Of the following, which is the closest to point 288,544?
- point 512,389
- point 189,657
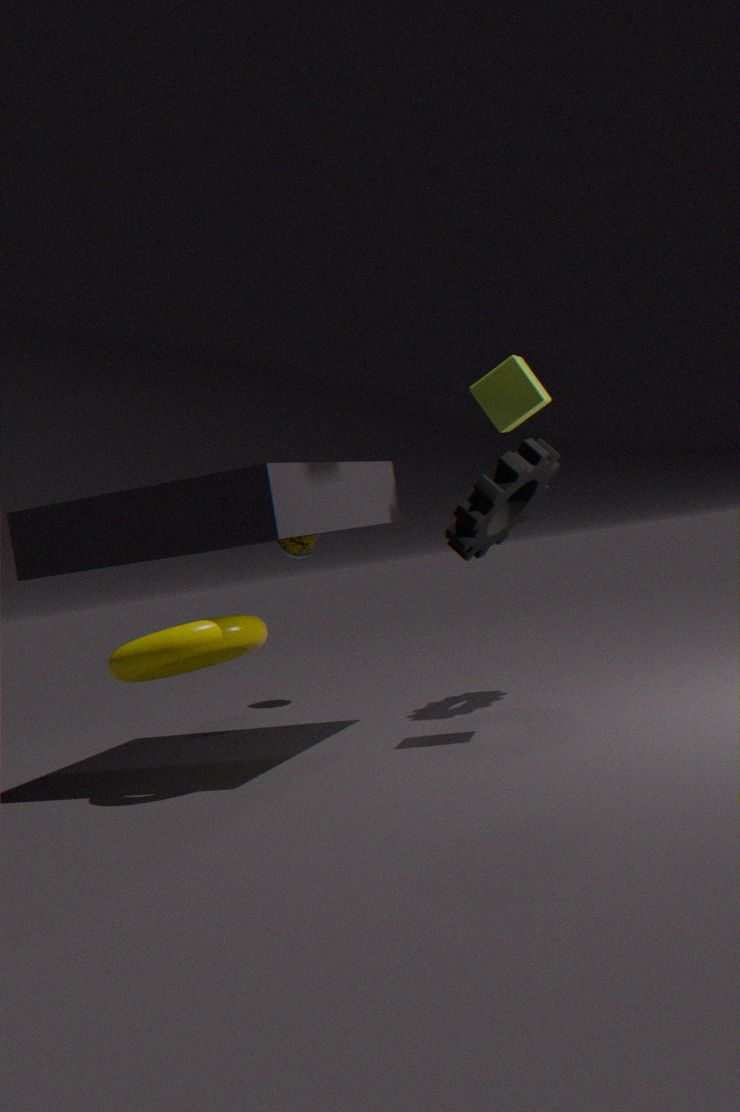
point 189,657
